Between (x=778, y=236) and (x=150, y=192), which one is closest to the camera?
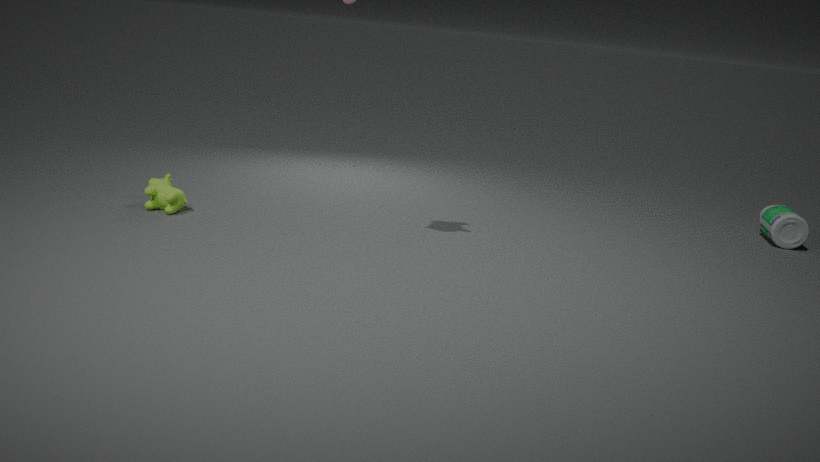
(x=150, y=192)
